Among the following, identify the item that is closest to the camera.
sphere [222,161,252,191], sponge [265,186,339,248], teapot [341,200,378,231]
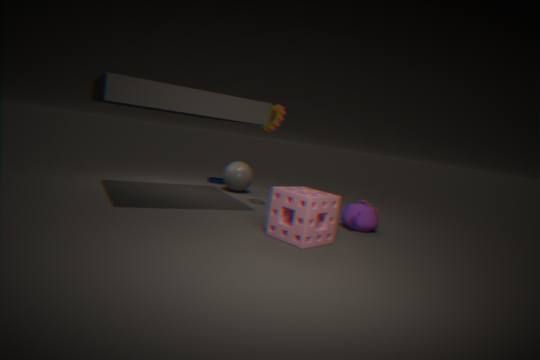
sponge [265,186,339,248]
